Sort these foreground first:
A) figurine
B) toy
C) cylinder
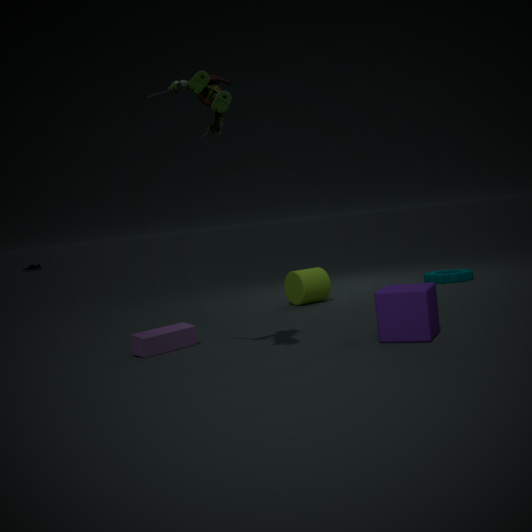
1. A. figurine
2. B. toy
3. C. cylinder
